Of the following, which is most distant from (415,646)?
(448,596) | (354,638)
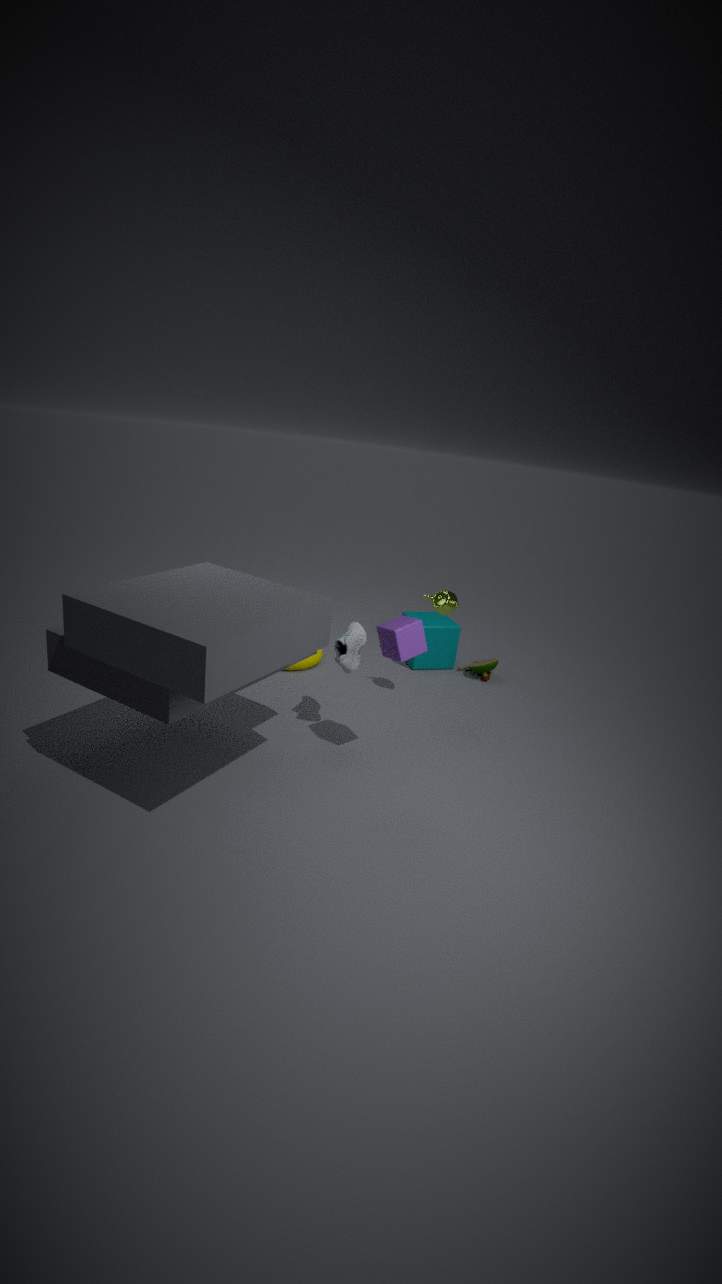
(448,596)
